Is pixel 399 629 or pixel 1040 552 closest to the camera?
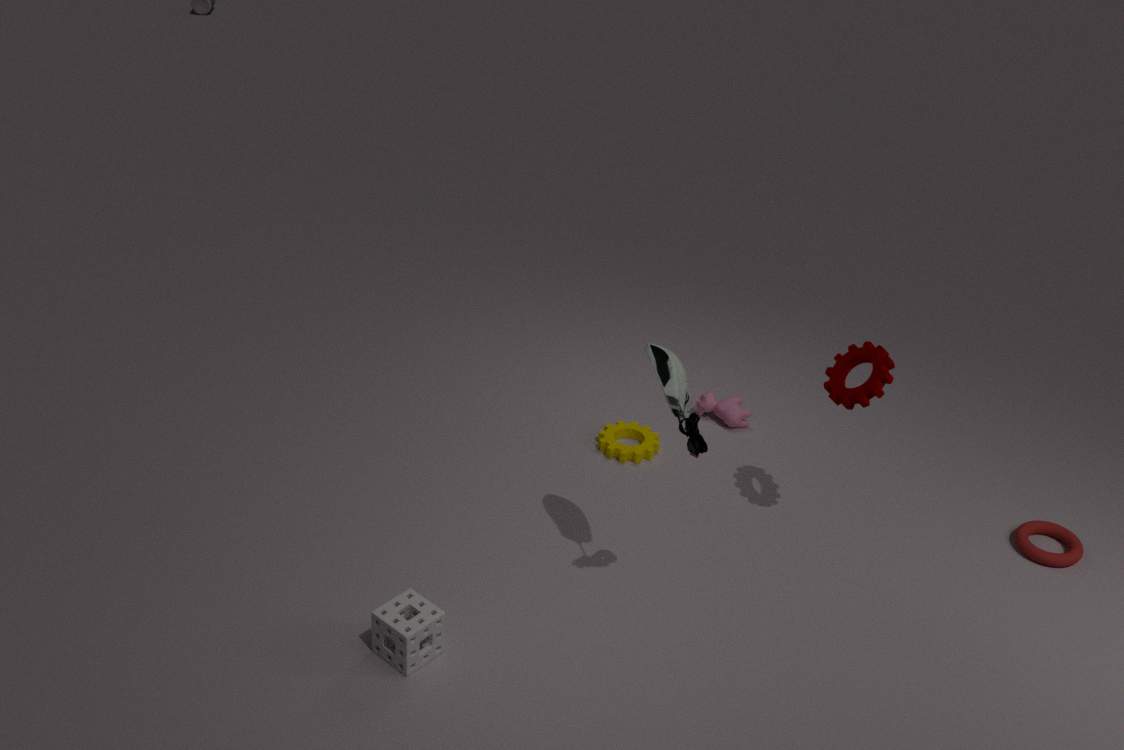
pixel 399 629
